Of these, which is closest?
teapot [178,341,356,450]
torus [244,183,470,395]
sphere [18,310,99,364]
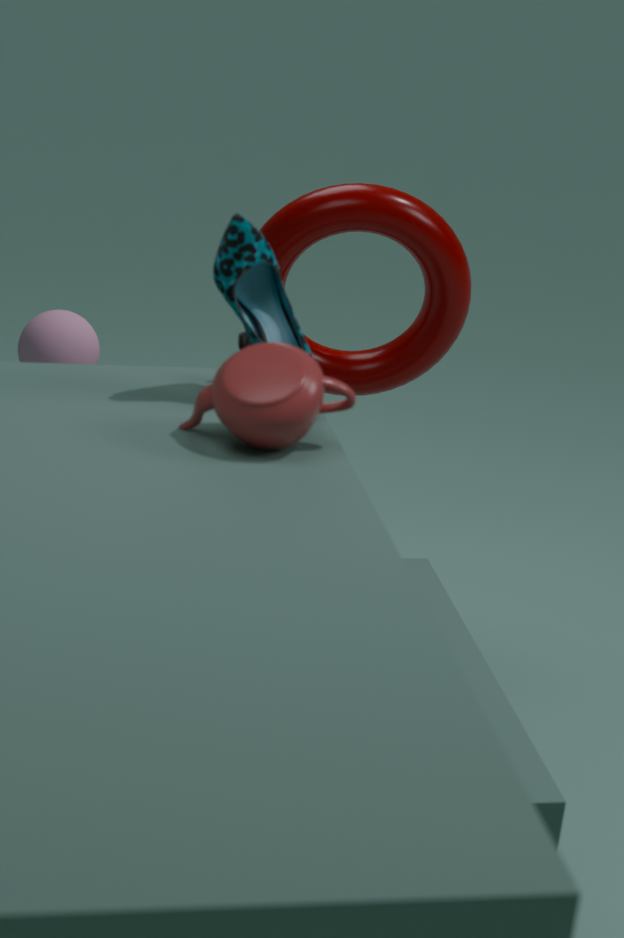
teapot [178,341,356,450]
